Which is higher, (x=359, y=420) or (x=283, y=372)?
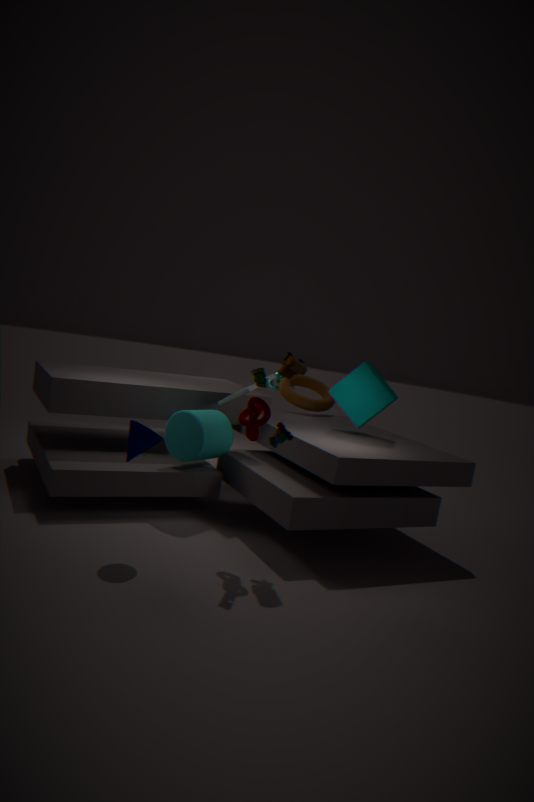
(x=283, y=372)
